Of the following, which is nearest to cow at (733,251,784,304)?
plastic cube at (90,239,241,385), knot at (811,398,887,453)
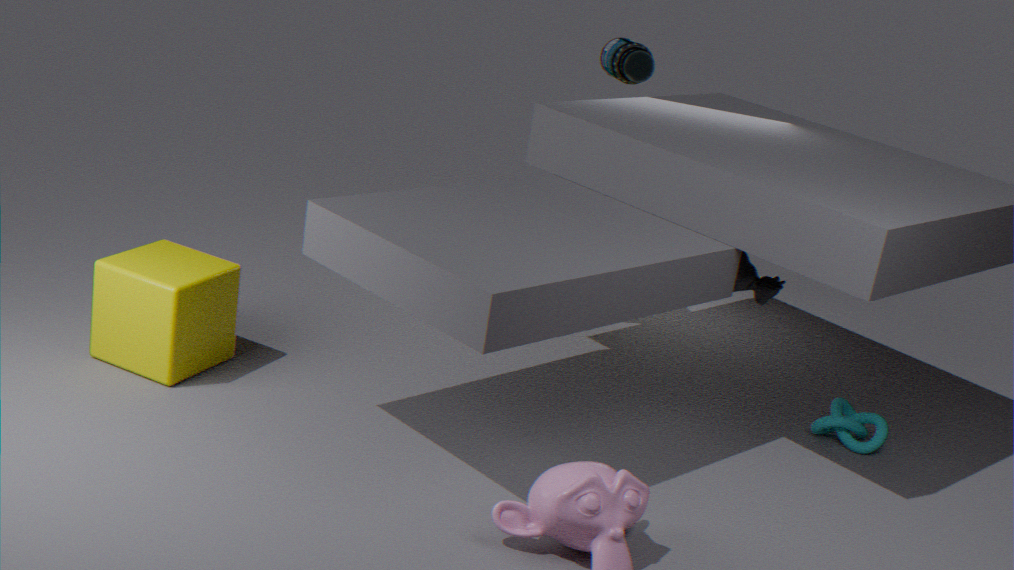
knot at (811,398,887,453)
